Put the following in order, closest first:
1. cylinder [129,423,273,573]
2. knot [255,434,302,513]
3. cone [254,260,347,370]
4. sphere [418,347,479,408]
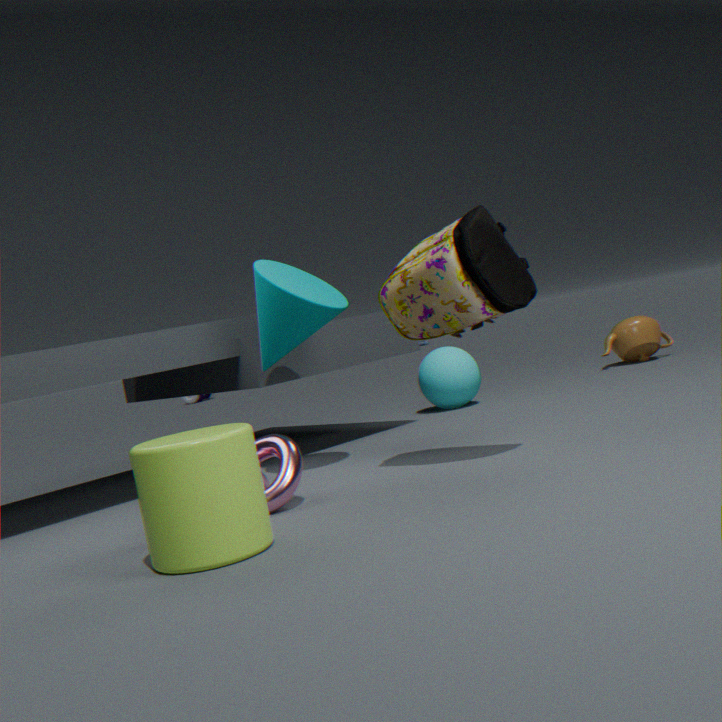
cylinder [129,423,273,573] → knot [255,434,302,513] → cone [254,260,347,370] → sphere [418,347,479,408]
